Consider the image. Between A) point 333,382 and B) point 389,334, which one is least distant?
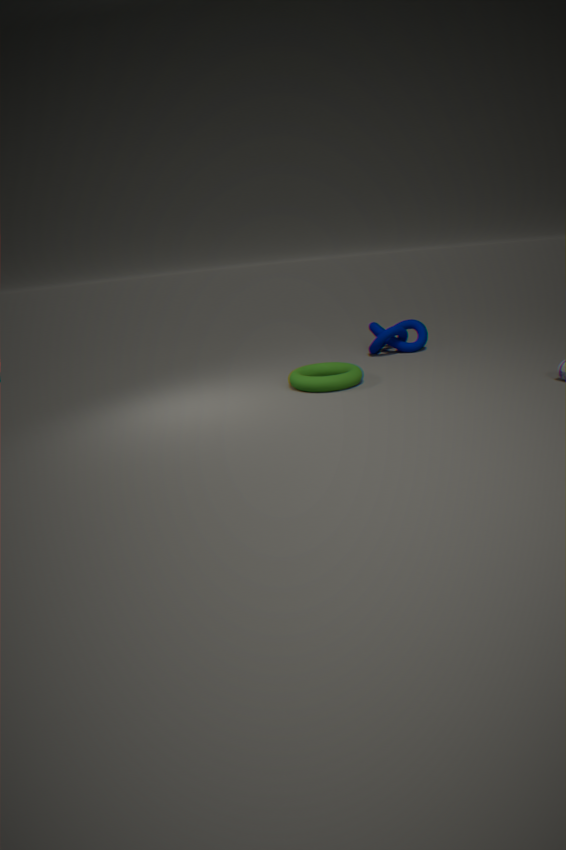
A. point 333,382
